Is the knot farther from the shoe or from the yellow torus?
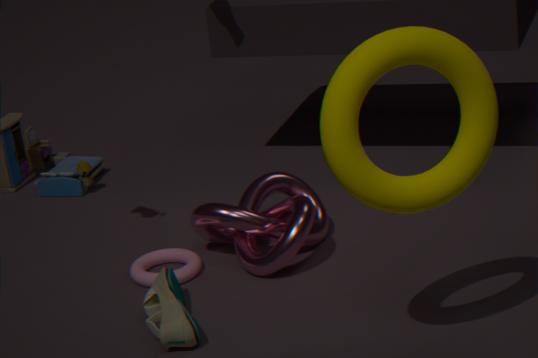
the yellow torus
